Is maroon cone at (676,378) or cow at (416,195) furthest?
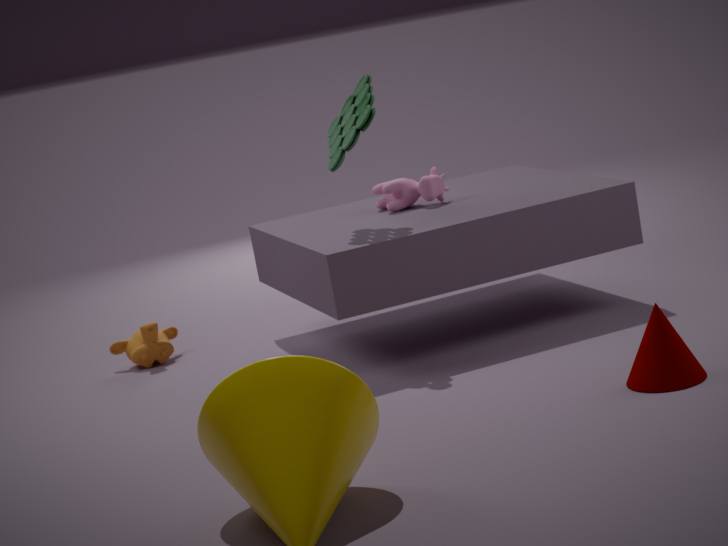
cow at (416,195)
